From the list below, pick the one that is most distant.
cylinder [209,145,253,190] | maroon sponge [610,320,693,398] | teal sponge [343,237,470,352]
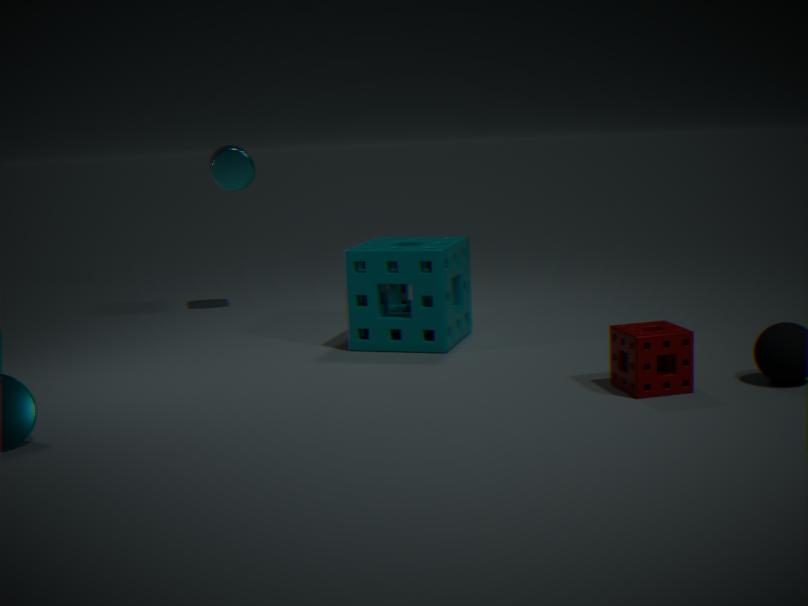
cylinder [209,145,253,190]
